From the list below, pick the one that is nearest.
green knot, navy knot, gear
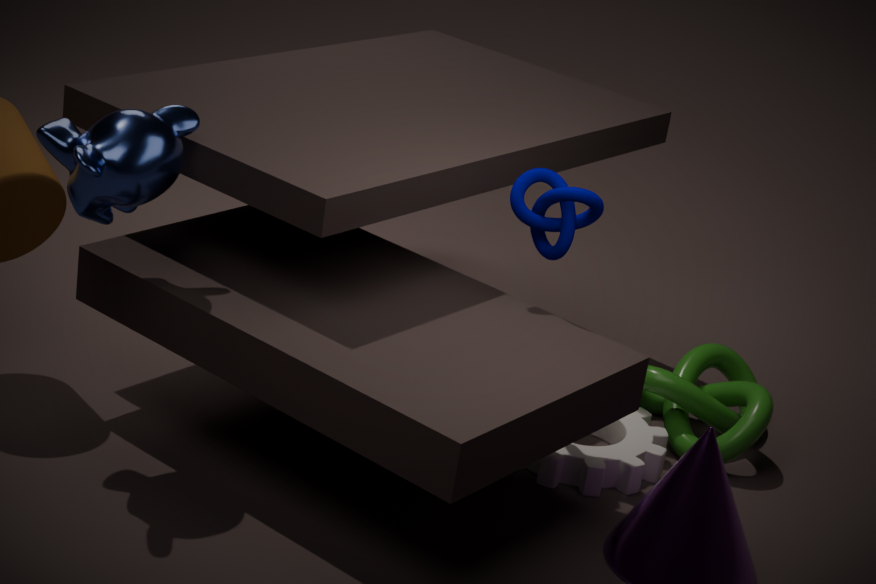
navy knot
